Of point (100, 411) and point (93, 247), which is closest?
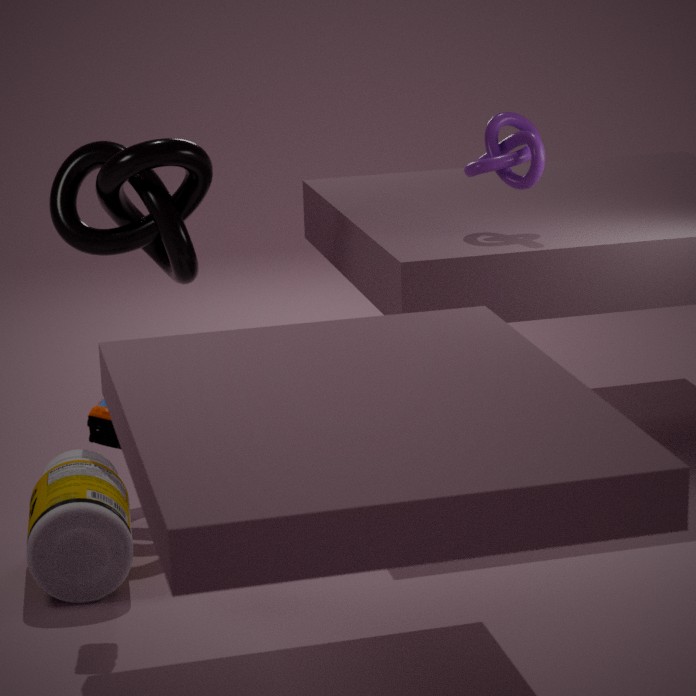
point (100, 411)
